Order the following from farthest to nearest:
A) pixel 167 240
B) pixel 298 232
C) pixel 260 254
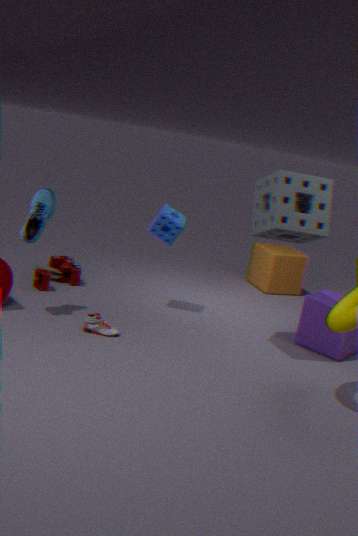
pixel 260 254
pixel 167 240
pixel 298 232
